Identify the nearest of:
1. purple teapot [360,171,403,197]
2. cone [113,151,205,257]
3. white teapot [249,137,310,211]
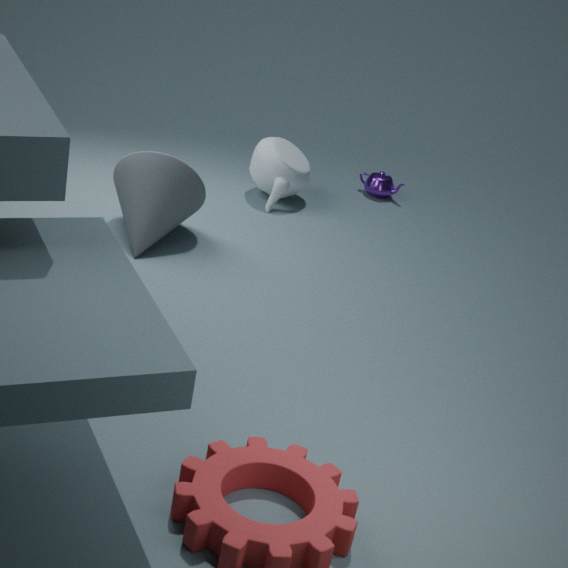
cone [113,151,205,257]
